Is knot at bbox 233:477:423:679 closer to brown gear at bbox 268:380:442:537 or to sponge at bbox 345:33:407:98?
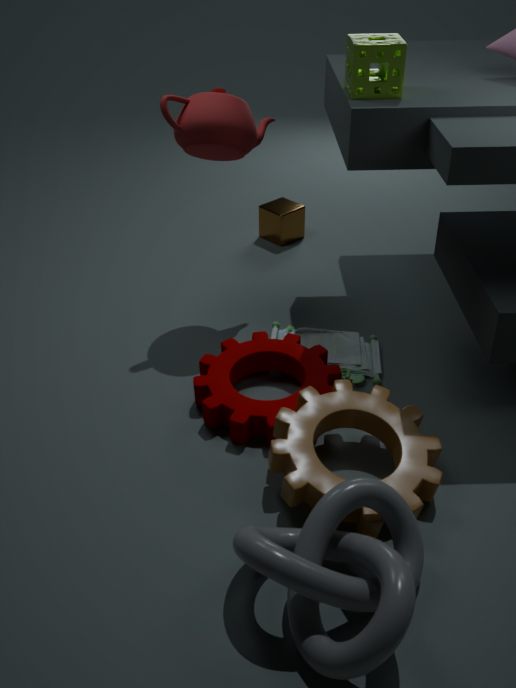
brown gear at bbox 268:380:442:537
